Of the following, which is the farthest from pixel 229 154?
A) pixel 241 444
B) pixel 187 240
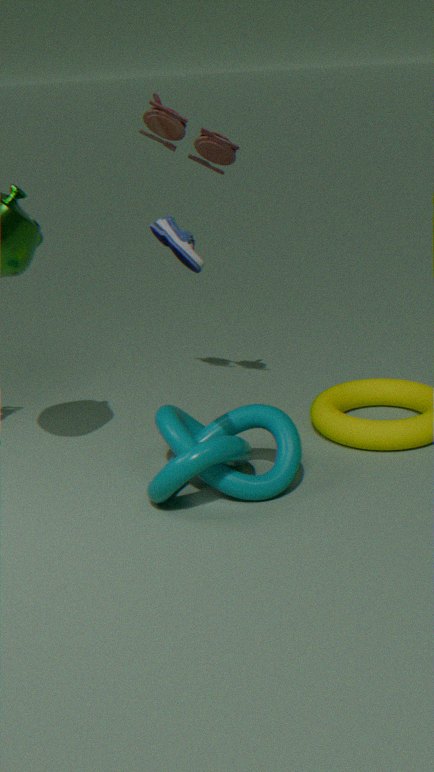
pixel 241 444
